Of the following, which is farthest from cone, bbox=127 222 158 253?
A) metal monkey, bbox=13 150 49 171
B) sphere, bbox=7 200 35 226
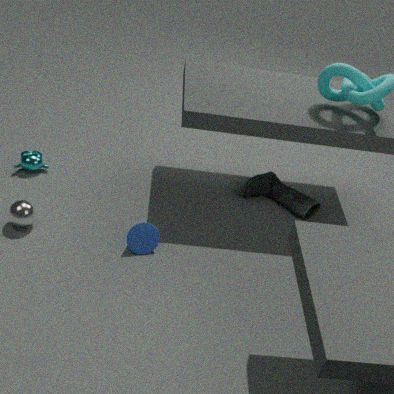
metal monkey, bbox=13 150 49 171
